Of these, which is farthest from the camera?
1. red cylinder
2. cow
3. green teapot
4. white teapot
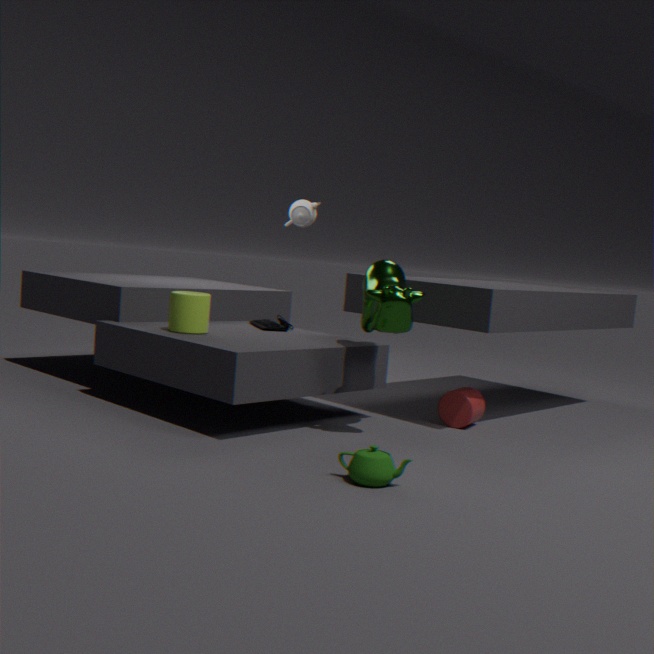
white teapot
